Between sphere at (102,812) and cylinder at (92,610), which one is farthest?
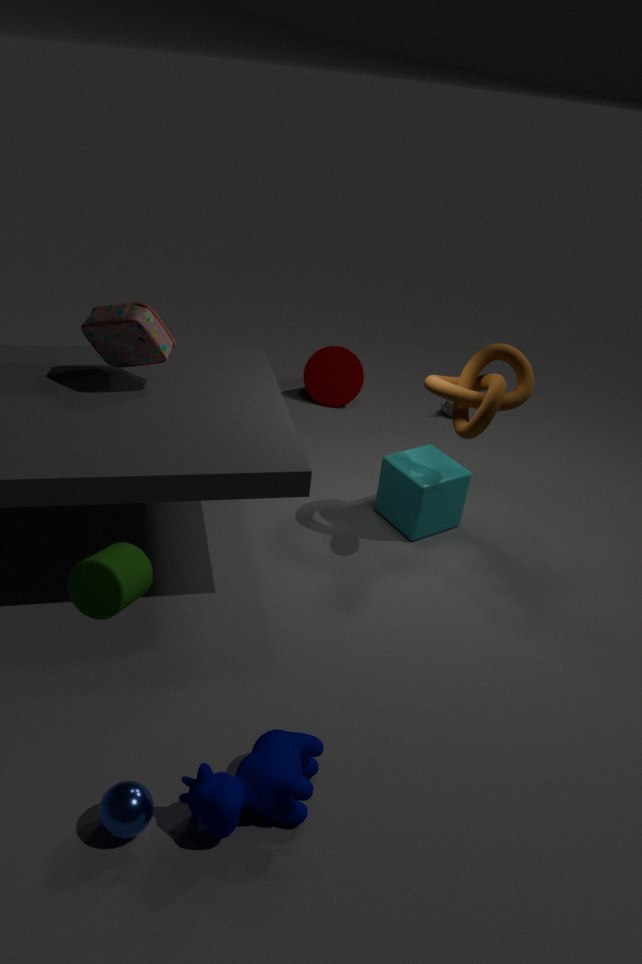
sphere at (102,812)
